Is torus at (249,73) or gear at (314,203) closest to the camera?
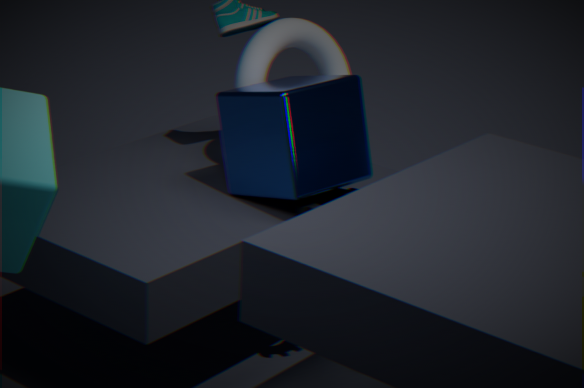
gear at (314,203)
